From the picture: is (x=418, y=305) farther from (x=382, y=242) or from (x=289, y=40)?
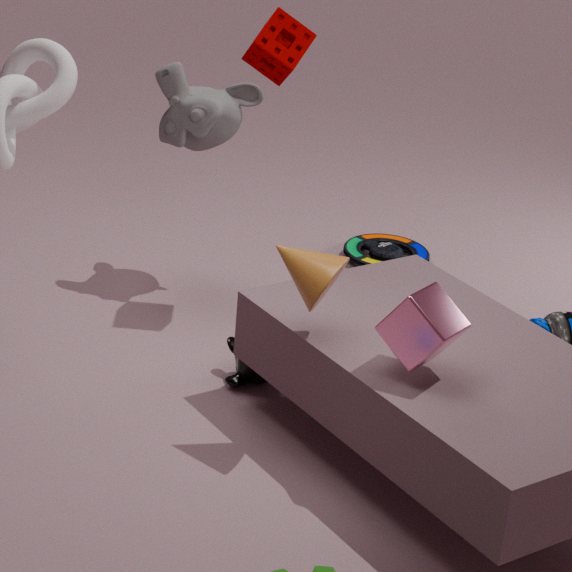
(x=382, y=242)
